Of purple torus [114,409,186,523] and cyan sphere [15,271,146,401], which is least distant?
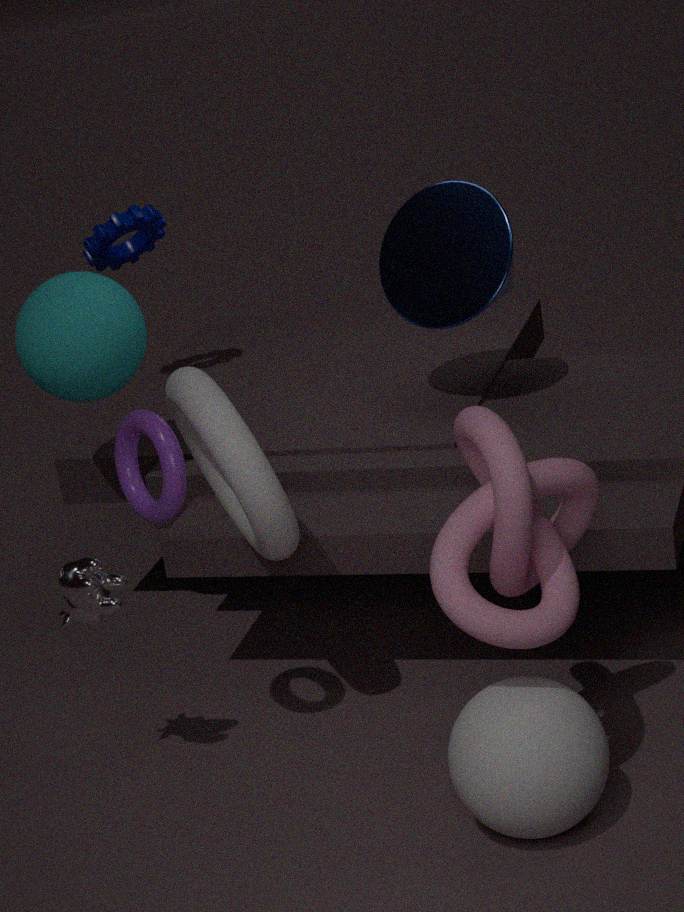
Answer: purple torus [114,409,186,523]
